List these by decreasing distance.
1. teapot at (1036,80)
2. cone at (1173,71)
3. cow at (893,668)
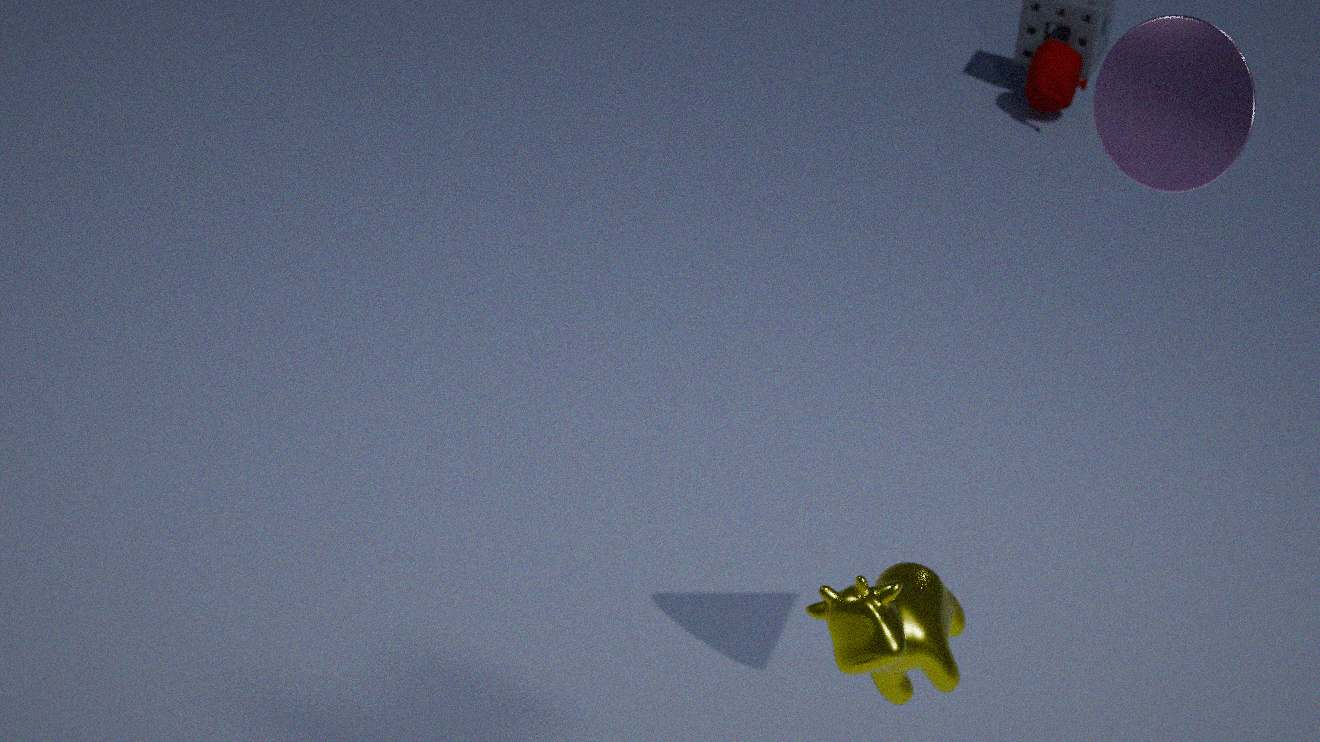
teapot at (1036,80)
cone at (1173,71)
cow at (893,668)
